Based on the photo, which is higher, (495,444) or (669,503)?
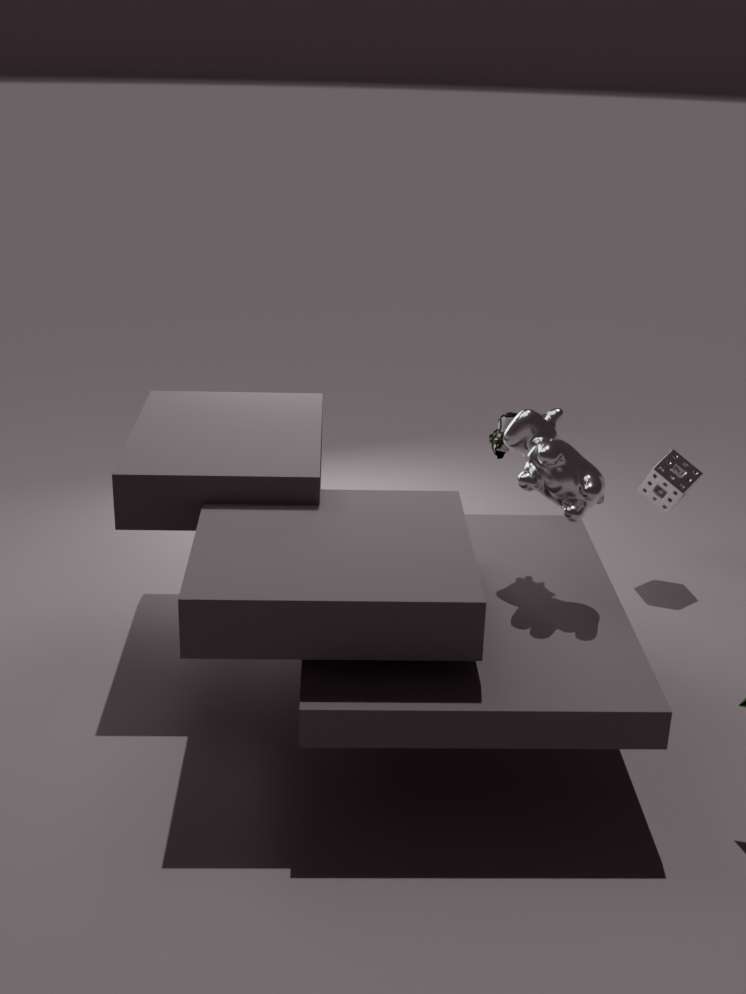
(495,444)
